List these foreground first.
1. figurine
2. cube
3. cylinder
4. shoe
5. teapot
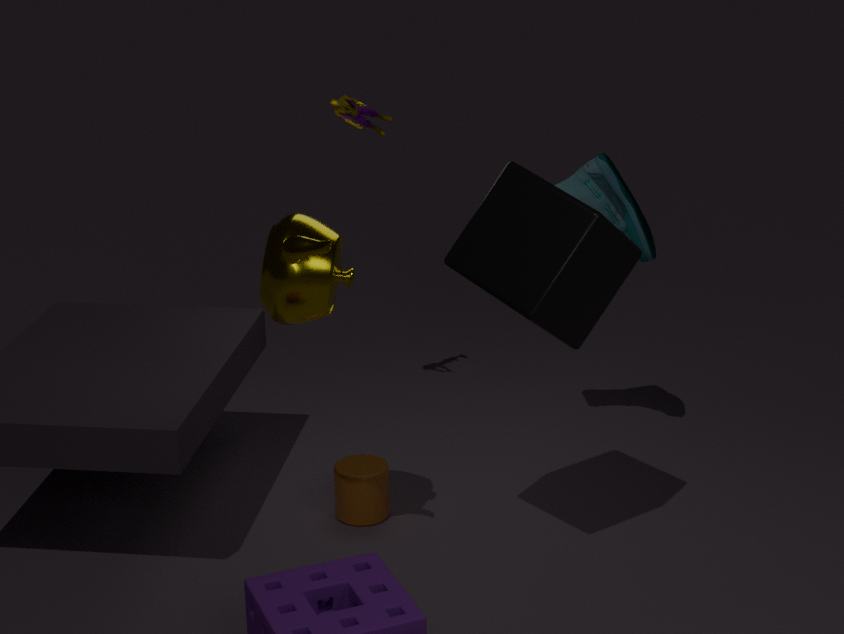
cube, teapot, cylinder, shoe, figurine
